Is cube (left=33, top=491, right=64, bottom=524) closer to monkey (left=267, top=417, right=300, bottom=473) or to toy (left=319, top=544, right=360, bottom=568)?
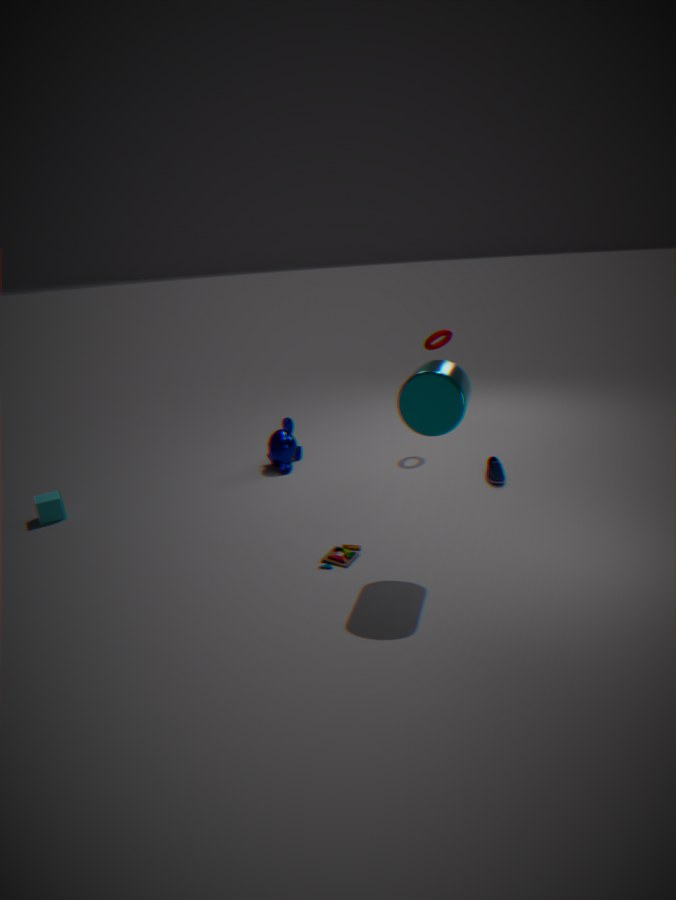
monkey (left=267, top=417, right=300, bottom=473)
